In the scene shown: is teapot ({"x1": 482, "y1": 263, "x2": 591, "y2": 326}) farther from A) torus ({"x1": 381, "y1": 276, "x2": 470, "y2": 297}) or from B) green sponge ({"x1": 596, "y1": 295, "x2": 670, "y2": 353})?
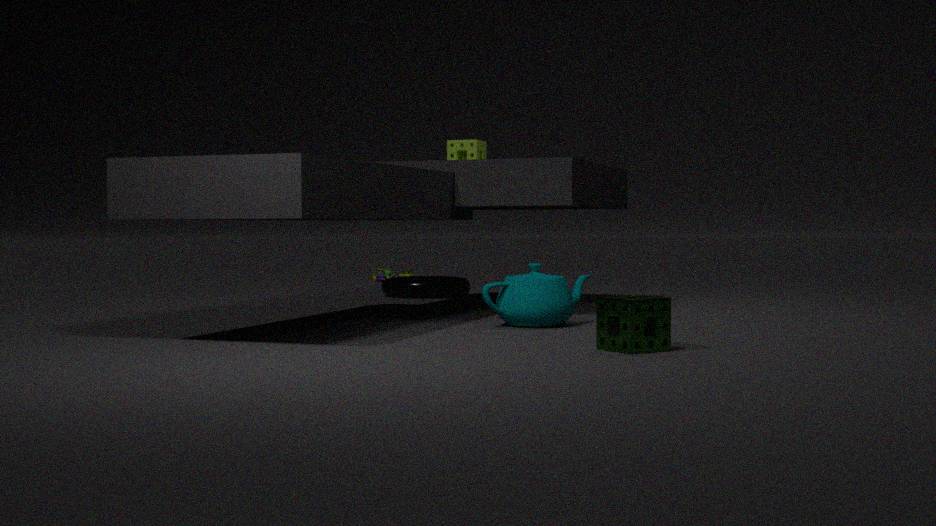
A) torus ({"x1": 381, "y1": 276, "x2": 470, "y2": 297})
